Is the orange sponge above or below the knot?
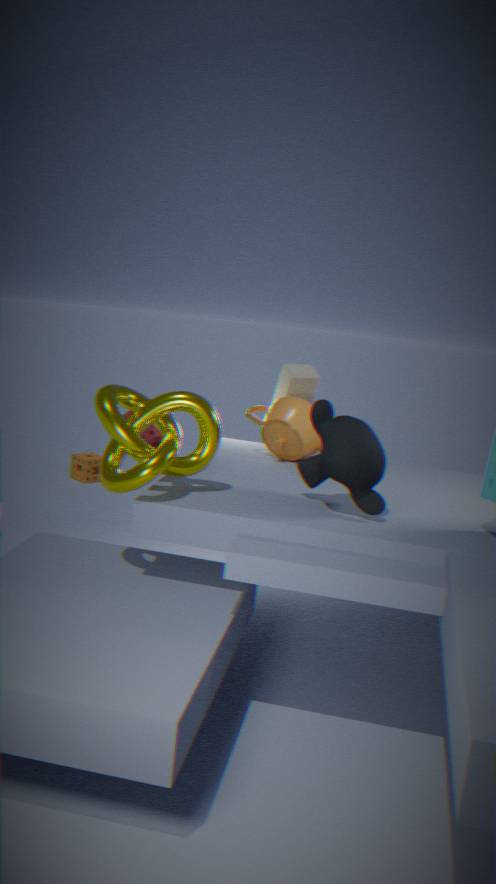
below
